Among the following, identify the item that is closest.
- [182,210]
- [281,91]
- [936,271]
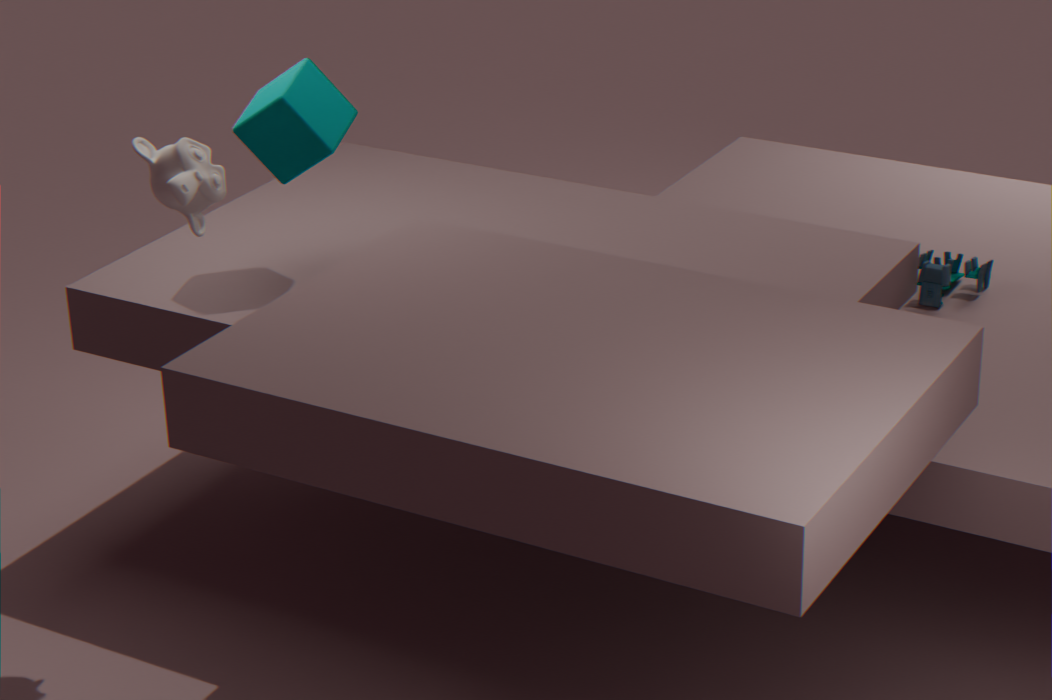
[182,210]
